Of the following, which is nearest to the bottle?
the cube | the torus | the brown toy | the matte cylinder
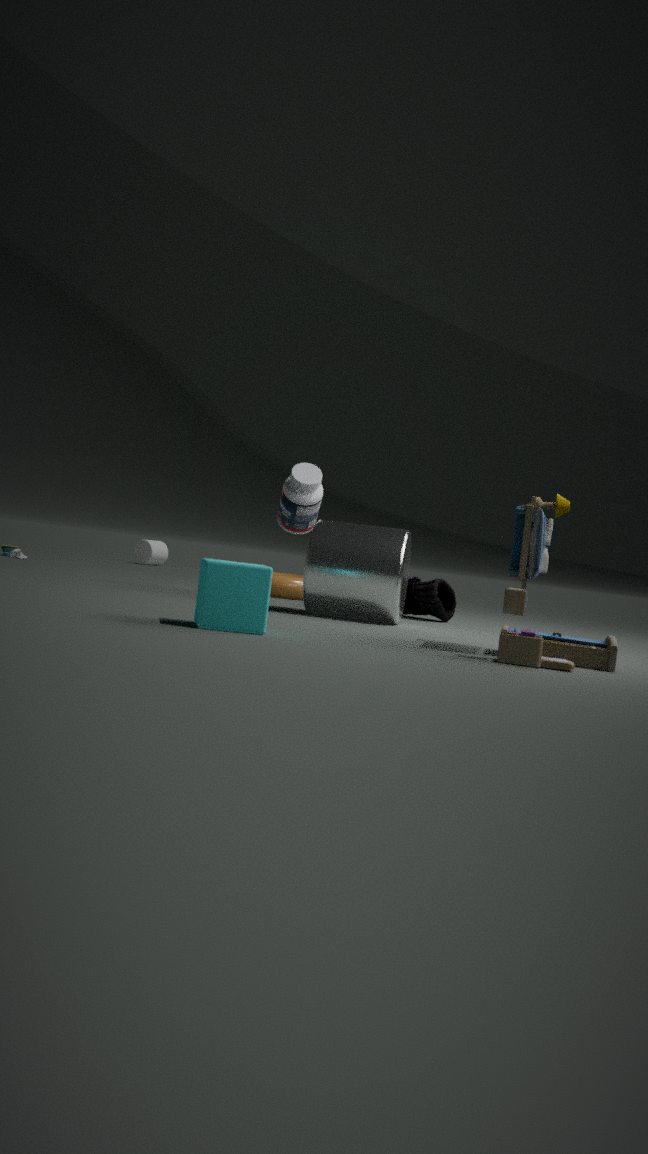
the torus
